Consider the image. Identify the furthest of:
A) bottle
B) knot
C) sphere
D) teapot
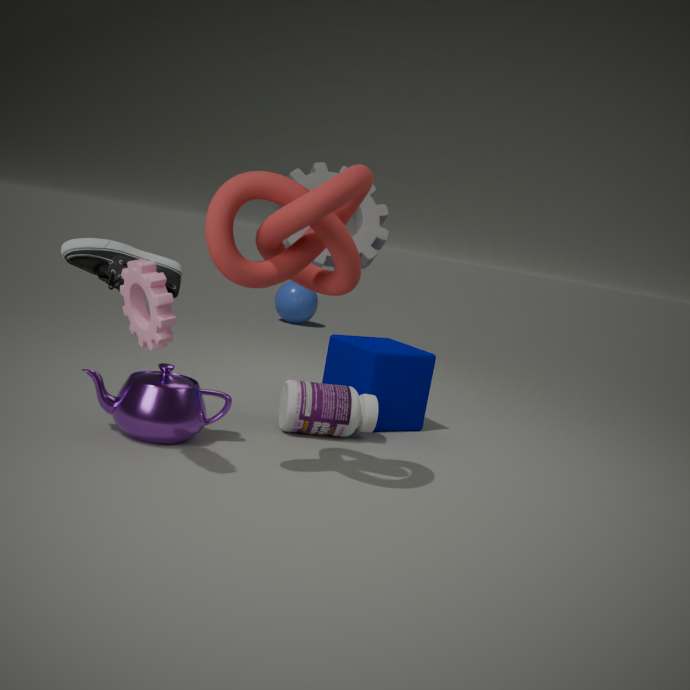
sphere
